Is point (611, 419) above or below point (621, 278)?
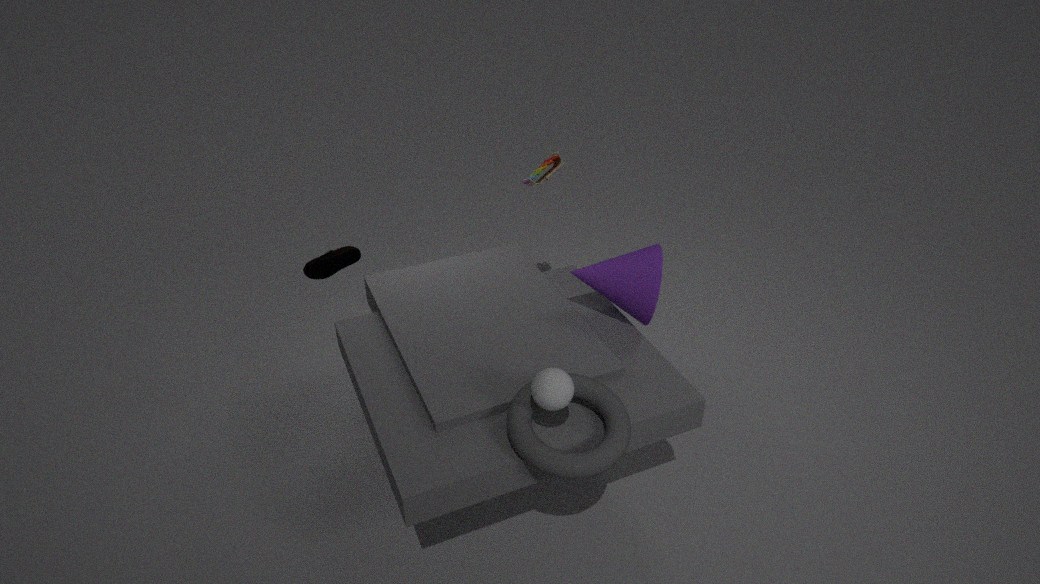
below
